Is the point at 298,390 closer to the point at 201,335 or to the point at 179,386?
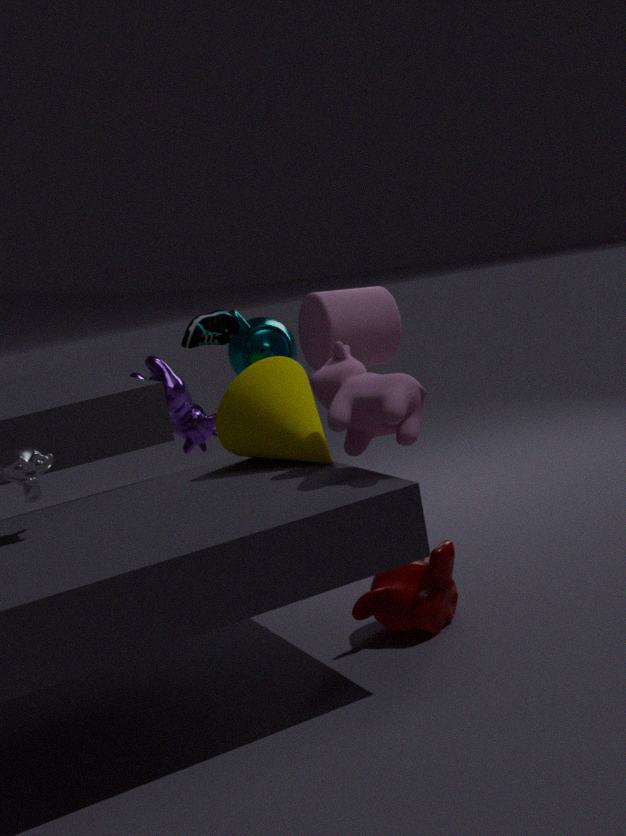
the point at 201,335
